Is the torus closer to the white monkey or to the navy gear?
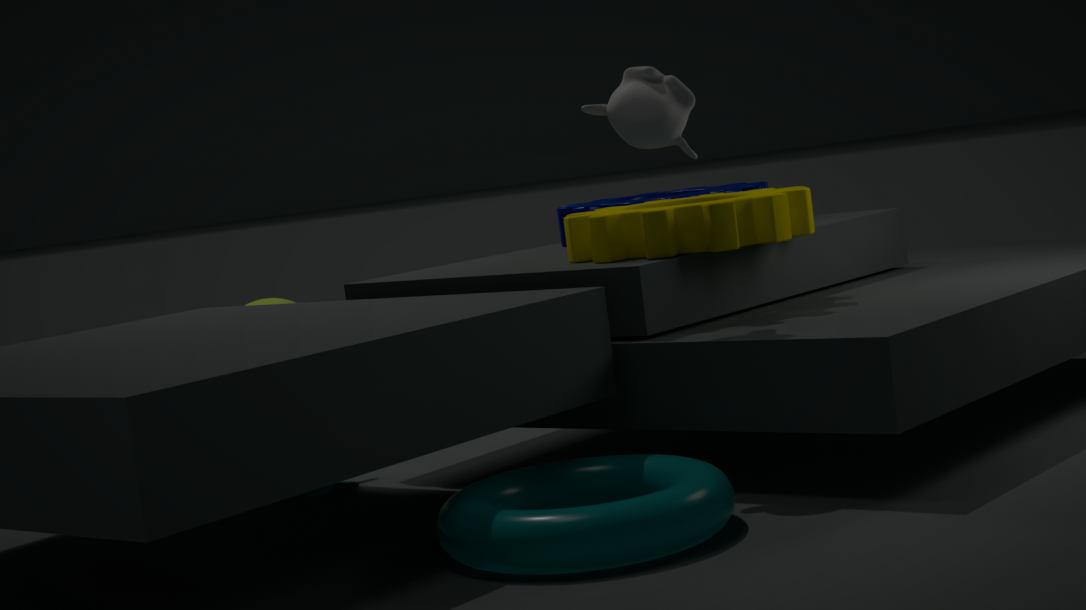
the white monkey
